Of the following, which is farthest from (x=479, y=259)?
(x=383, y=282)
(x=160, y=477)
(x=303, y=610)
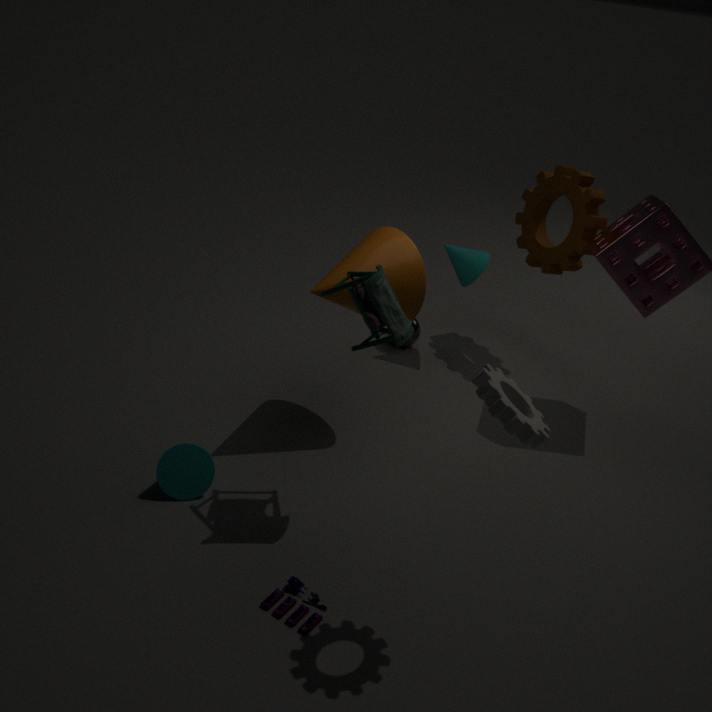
(x=303, y=610)
